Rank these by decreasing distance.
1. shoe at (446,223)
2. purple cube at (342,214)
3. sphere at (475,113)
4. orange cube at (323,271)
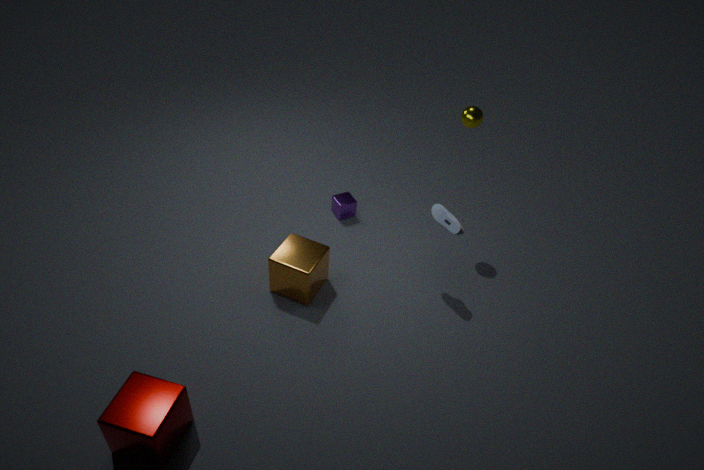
purple cube at (342,214), sphere at (475,113), shoe at (446,223), orange cube at (323,271)
